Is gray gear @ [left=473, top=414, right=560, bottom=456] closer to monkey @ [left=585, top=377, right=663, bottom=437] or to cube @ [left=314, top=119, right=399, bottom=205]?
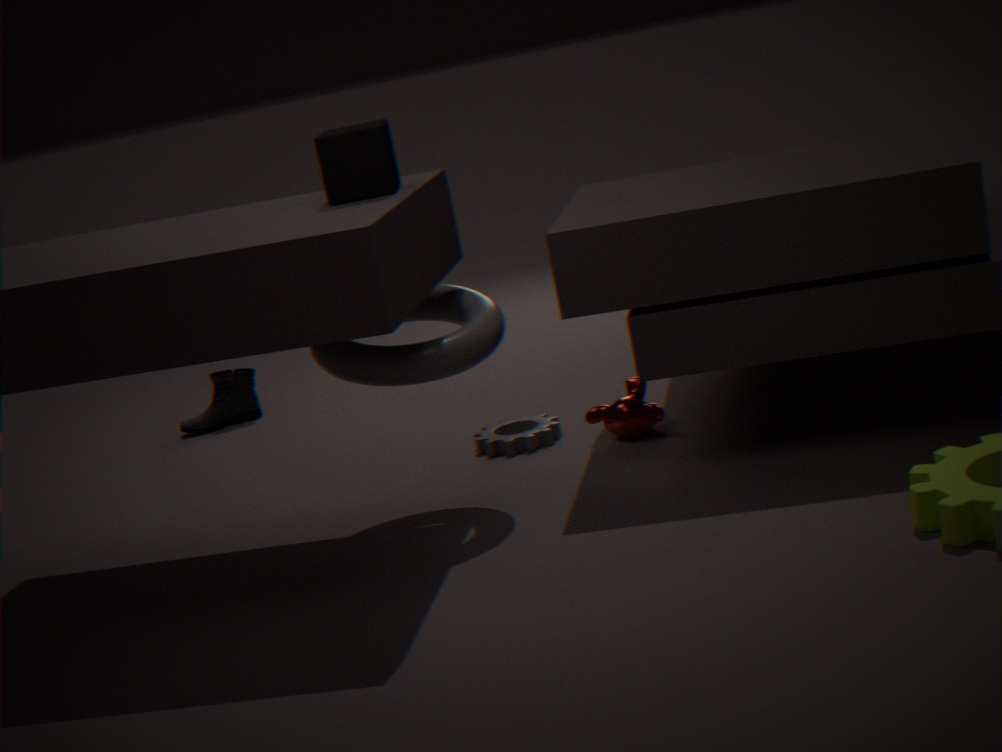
monkey @ [left=585, top=377, right=663, bottom=437]
